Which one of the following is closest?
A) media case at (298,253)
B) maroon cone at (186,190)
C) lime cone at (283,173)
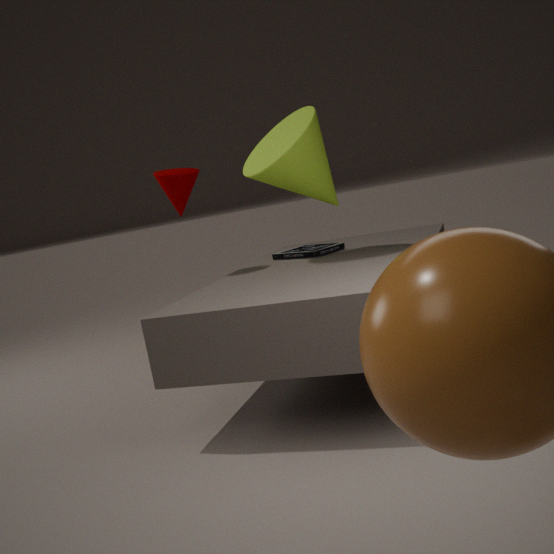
lime cone at (283,173)
